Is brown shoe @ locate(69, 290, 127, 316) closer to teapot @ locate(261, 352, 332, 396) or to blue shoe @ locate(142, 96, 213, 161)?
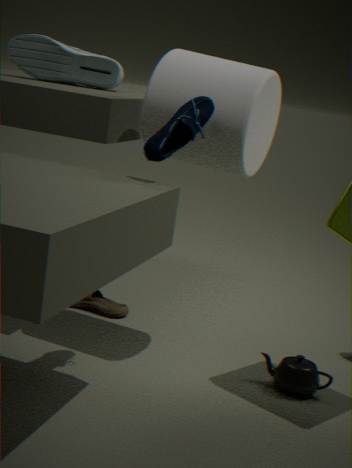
teapot @ locate(261, 352, 332, 396)
